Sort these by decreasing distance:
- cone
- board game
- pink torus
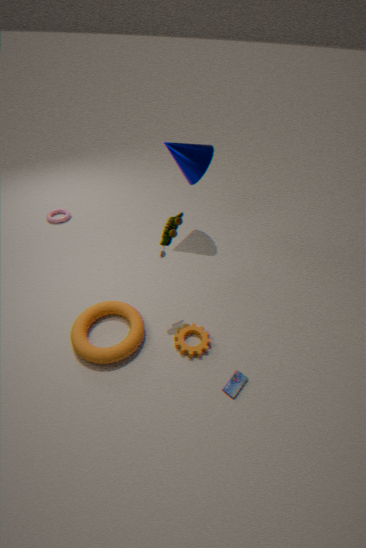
→ pink torus < cone < board game
